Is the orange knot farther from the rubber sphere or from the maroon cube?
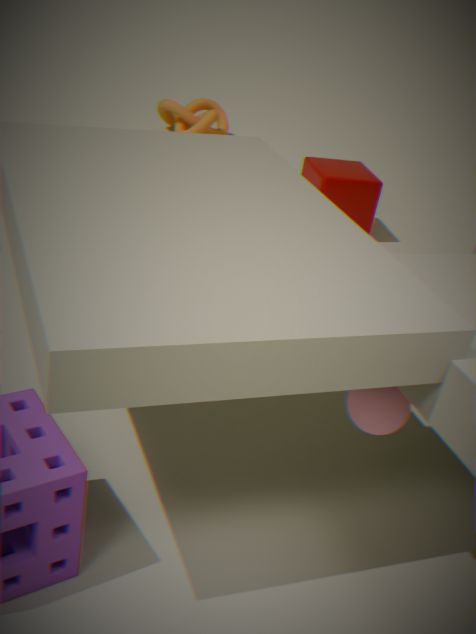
the rubber sphere
